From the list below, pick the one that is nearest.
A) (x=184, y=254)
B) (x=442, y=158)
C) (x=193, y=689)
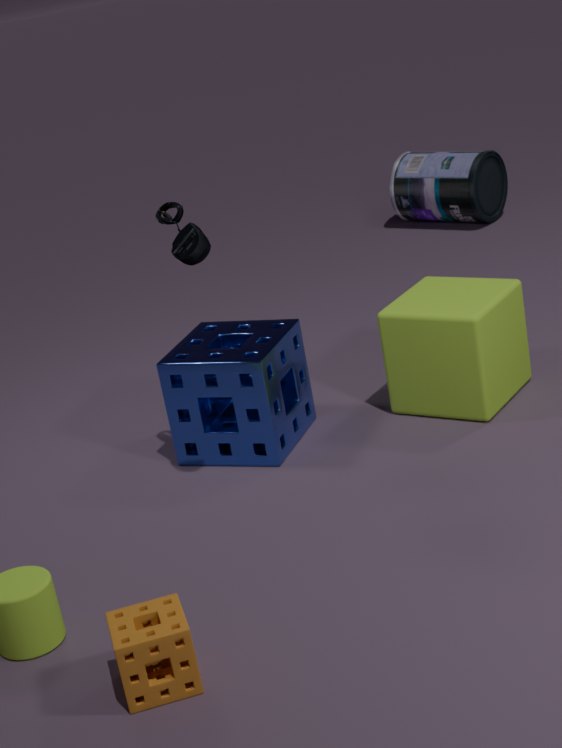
(x=193, y=689)
